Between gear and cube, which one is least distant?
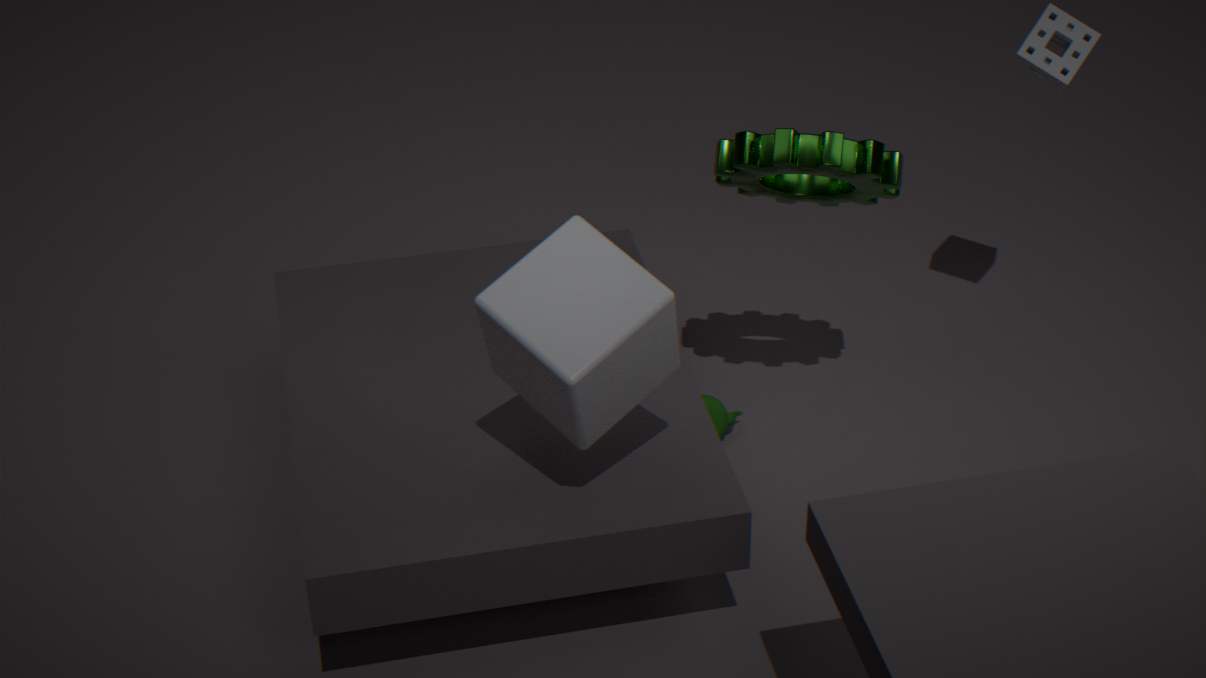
cube
